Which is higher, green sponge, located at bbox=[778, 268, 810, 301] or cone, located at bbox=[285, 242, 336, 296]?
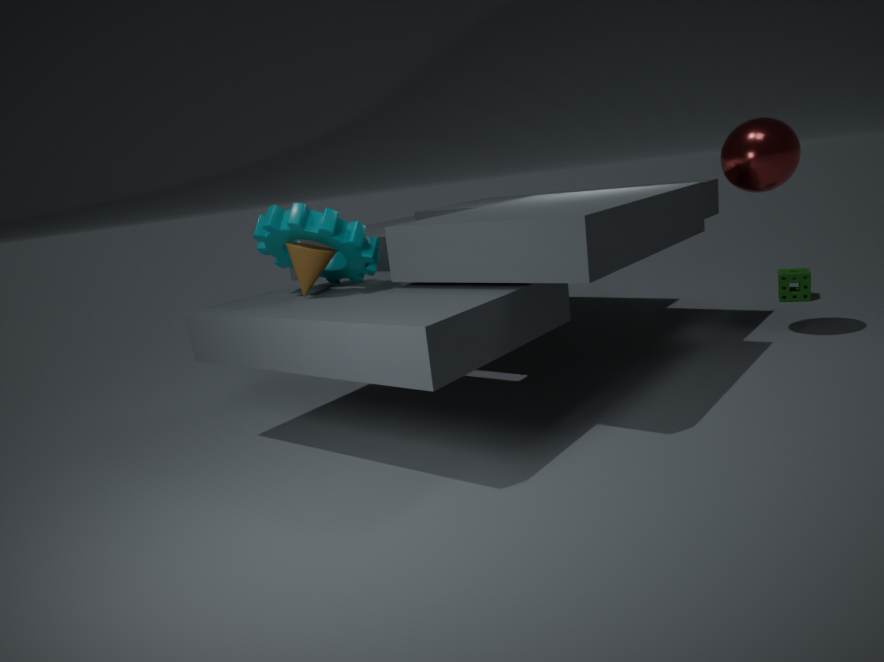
cone, located at bbox=[285, 242, 336, 296]
